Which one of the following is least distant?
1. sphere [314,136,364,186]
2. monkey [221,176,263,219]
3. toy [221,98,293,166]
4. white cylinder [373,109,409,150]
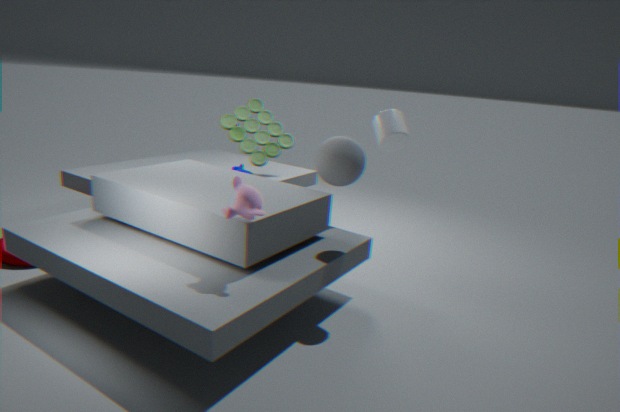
monkey [221,176,263,219]
